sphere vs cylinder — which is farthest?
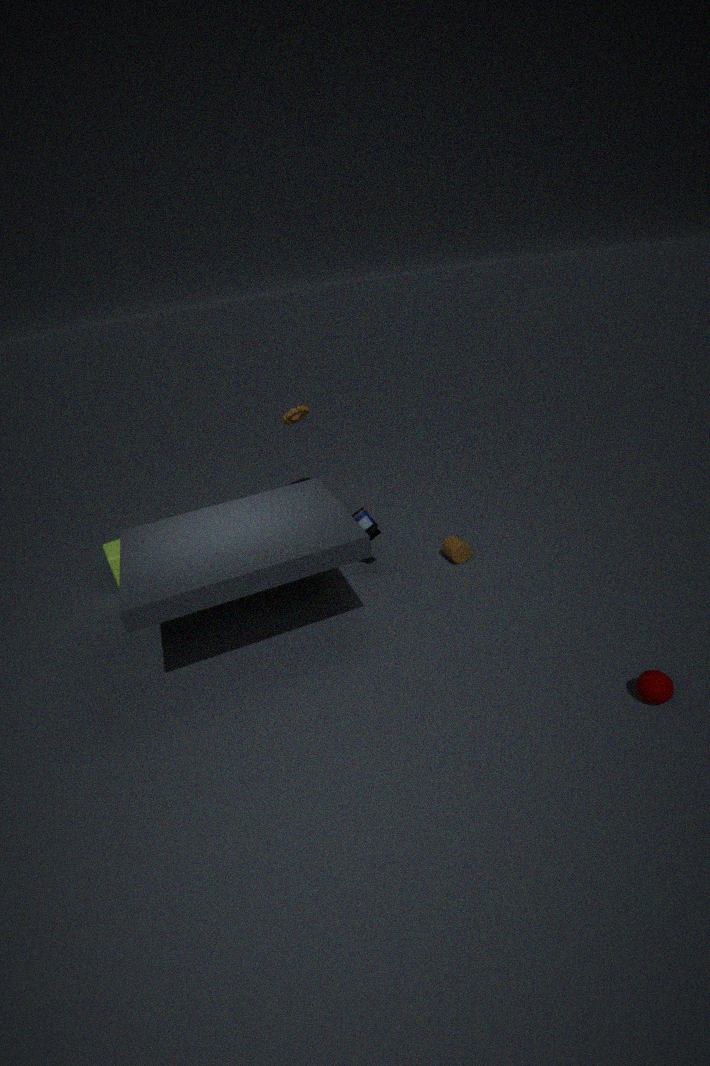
cylinder
